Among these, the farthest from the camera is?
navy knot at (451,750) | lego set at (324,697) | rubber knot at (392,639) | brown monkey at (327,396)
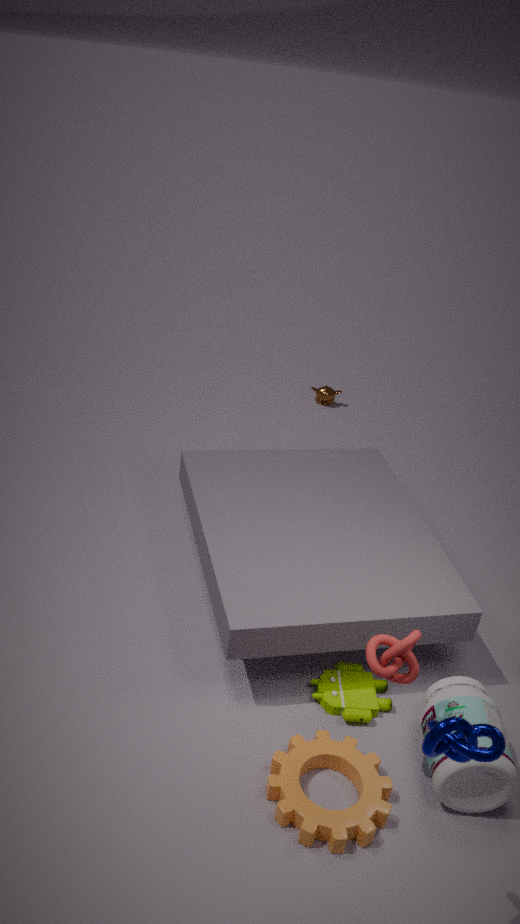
brown monkey at (327,396)
